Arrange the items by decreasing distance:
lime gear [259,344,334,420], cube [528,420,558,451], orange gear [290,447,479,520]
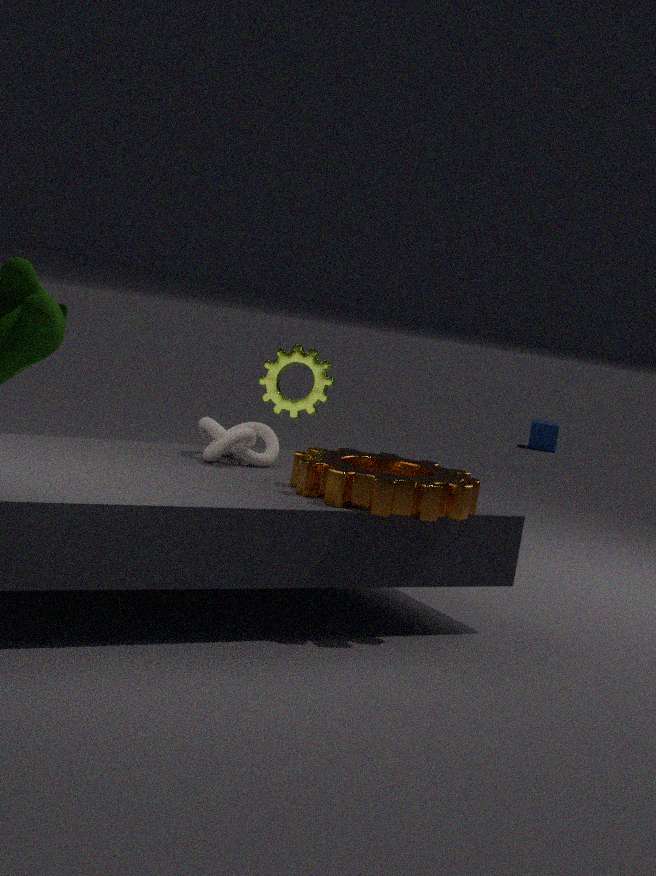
cube [528,420,558,451] → lime gear [259,344,334,420] → orange gear [290,447,479,520]
